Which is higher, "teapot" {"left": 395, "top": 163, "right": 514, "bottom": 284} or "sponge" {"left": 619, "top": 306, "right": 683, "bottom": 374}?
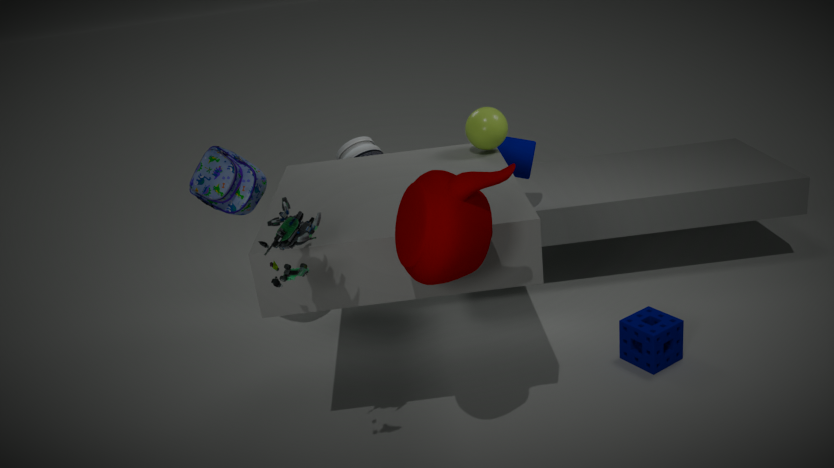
"teapot" {"left": 395, "top": 163, "right": 514, "bottom": 284}
